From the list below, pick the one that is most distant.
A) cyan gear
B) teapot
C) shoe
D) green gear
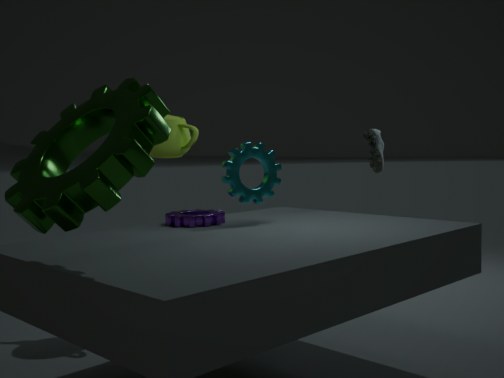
shoe
